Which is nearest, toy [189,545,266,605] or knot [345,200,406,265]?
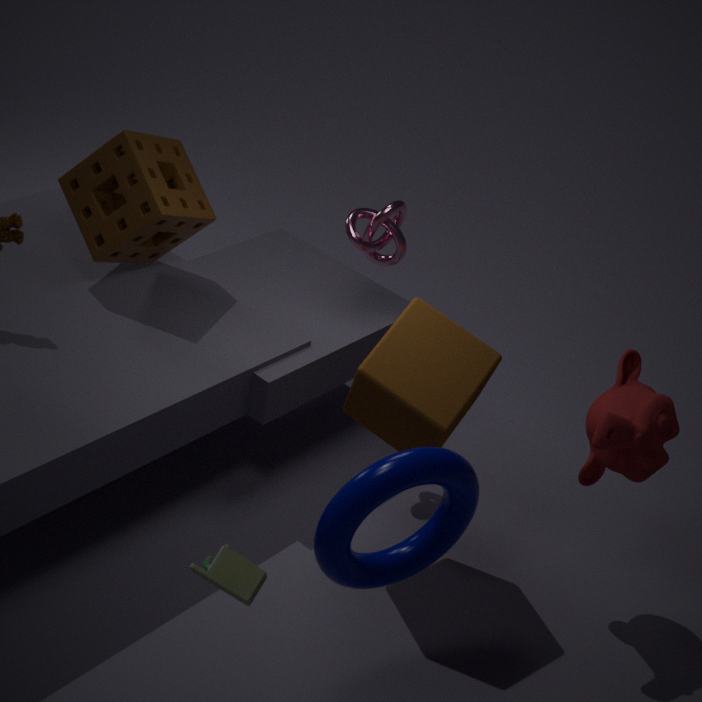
toy [189,545,266,605]
